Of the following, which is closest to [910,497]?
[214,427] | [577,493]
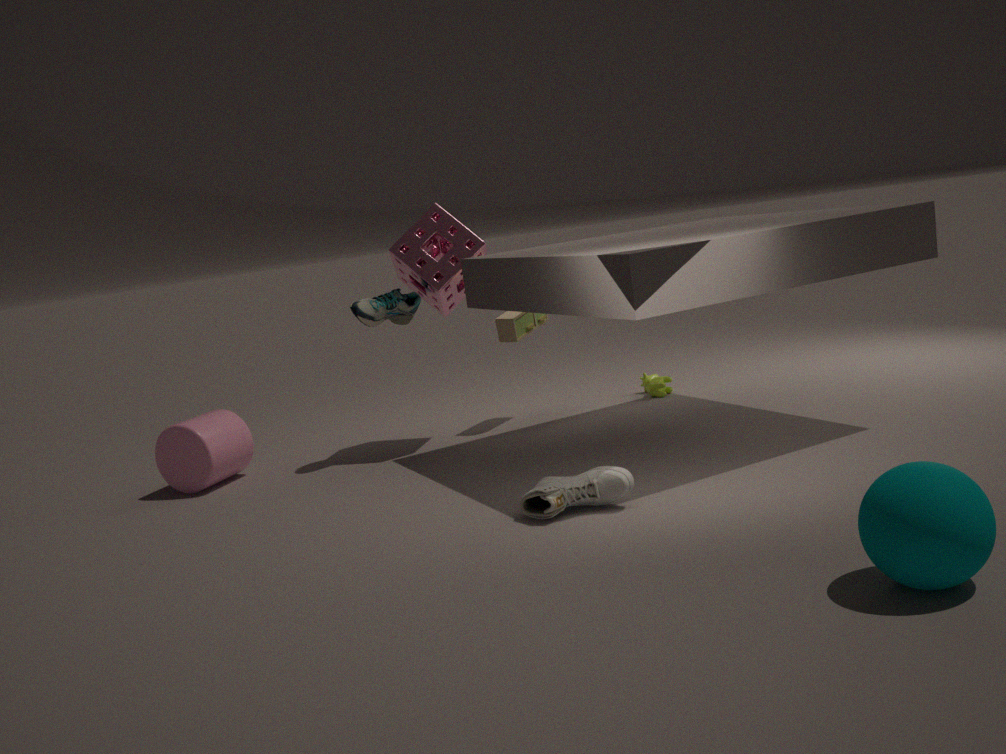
[577,493]
